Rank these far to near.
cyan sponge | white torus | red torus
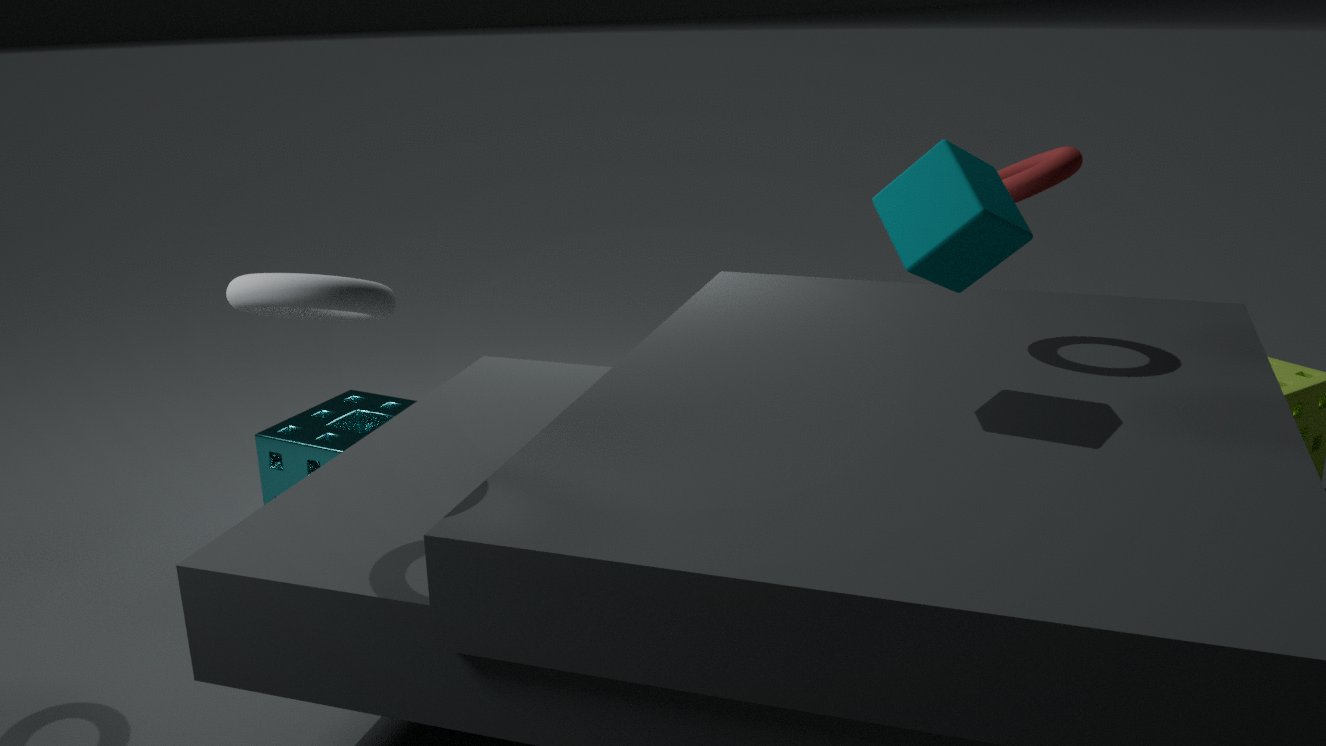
cyan sponge → red torus → white torus
